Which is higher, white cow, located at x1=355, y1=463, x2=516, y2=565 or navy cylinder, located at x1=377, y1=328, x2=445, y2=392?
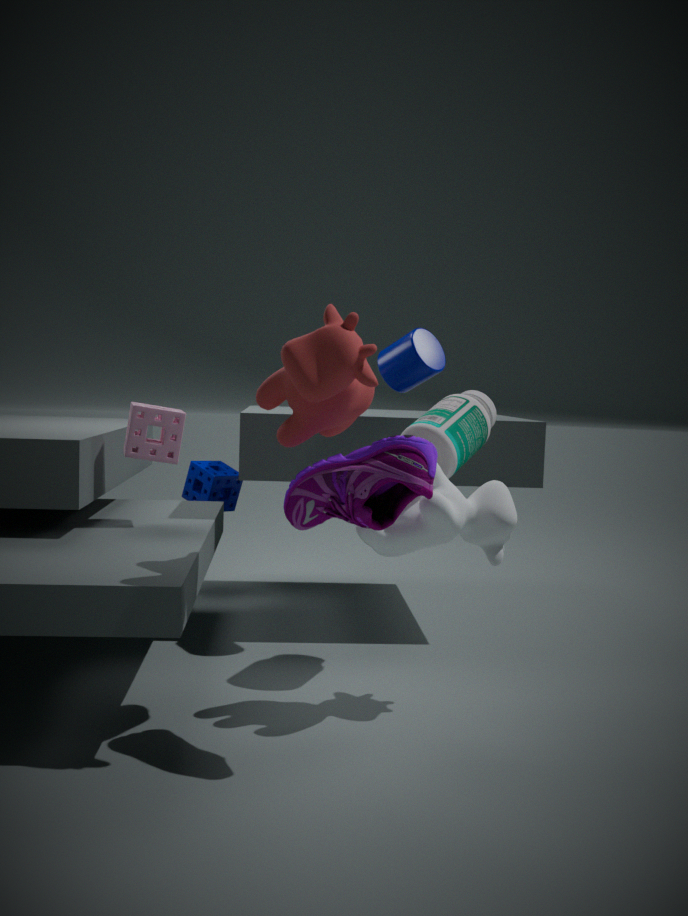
navy cylinder, located at x1=377, y1=328, x2=445, y2=392
